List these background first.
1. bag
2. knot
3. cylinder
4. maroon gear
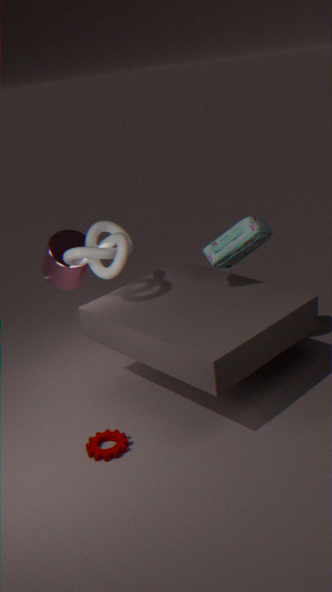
cylinder → knot → bag → maroon gear
